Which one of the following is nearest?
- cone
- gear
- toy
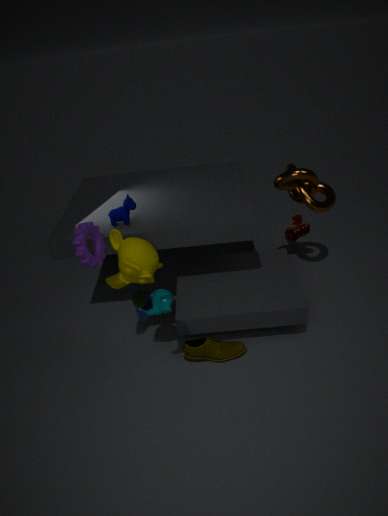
Result: gear
